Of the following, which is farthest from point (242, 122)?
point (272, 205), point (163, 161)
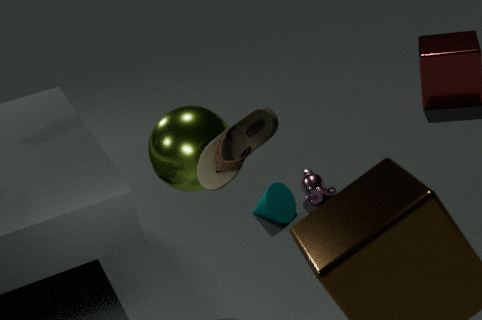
point (272, 205)
